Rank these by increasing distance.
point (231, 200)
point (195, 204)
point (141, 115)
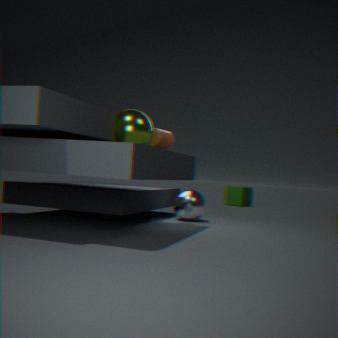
point (141, 115)
point (195, 204)
point (231, 200)
